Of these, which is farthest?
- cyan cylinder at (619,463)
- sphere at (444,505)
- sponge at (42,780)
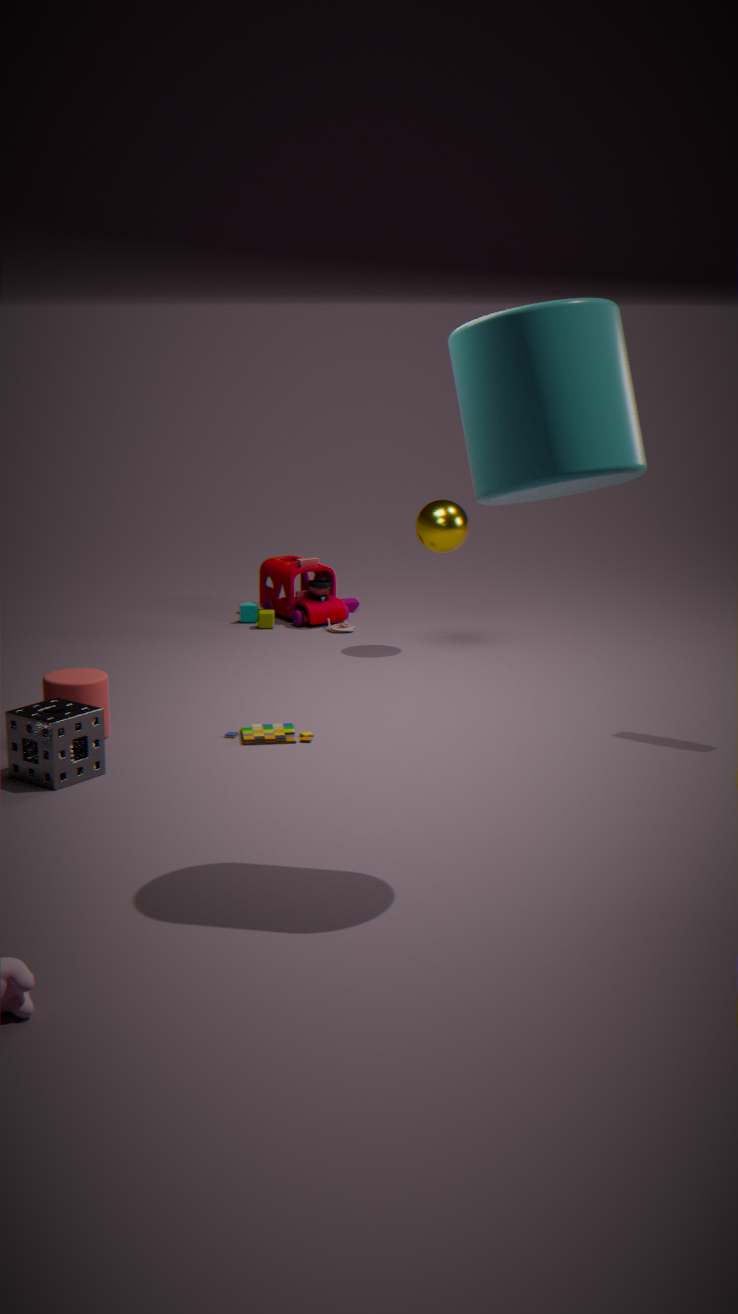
sphere at (444,505)
